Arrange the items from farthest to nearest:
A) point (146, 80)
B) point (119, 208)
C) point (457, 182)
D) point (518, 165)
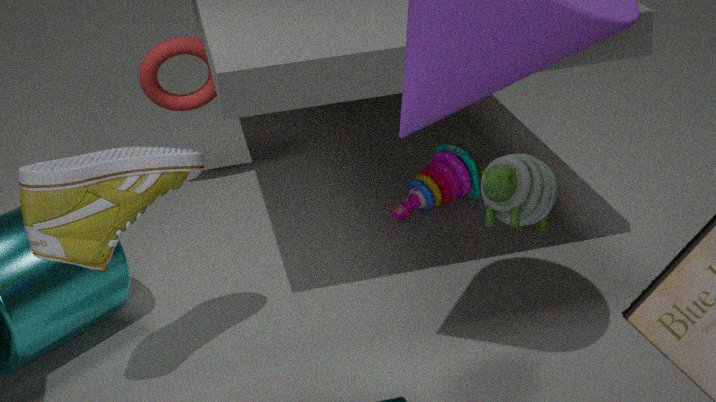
1. point (146, 80)
2. point (457, 182)
3. point (518, 165)
4. point (119, 208)
